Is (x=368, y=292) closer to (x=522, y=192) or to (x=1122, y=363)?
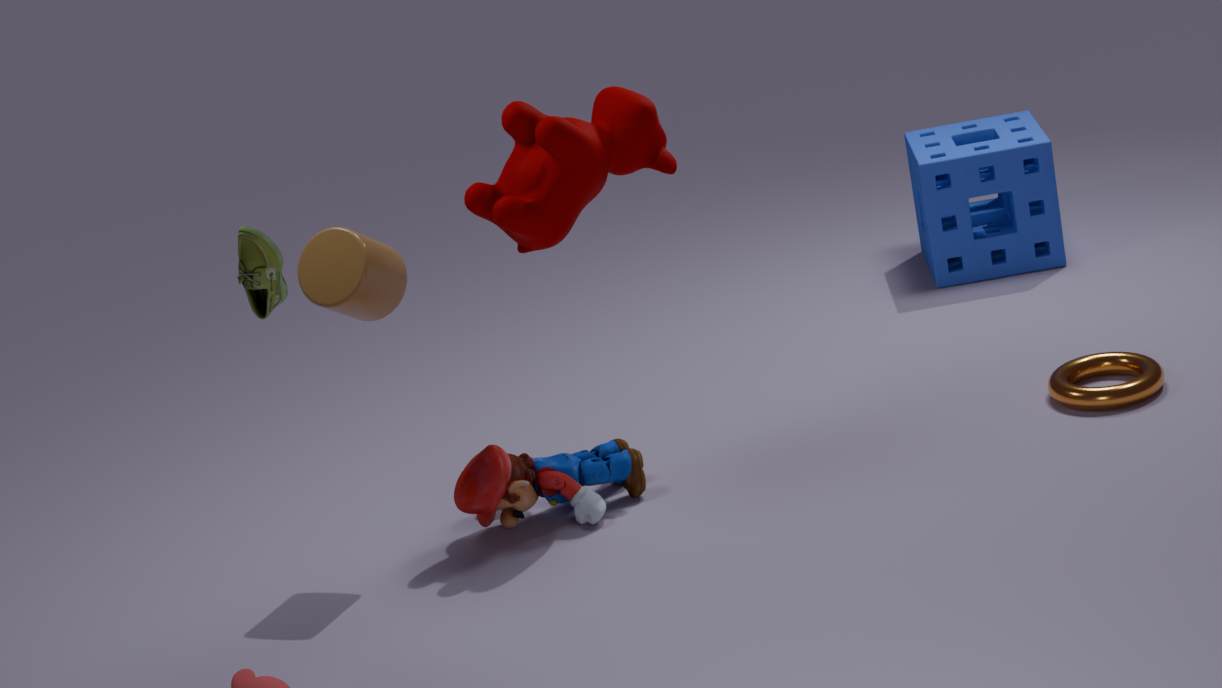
(x=522, y=192)
